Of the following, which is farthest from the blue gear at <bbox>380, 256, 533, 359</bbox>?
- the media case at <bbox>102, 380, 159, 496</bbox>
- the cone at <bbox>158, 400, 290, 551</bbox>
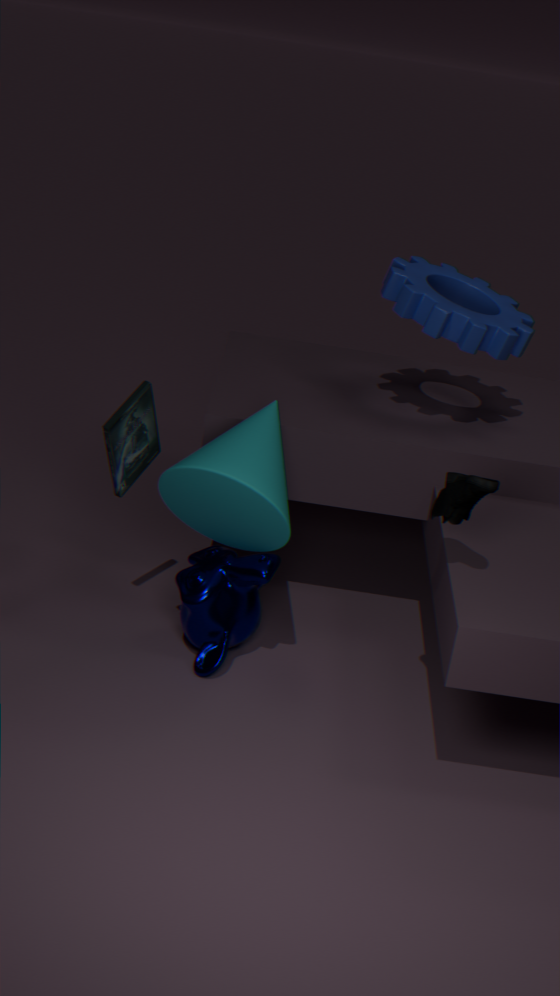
the media case at <bbox>102, 380, 159, 496</bbox>
